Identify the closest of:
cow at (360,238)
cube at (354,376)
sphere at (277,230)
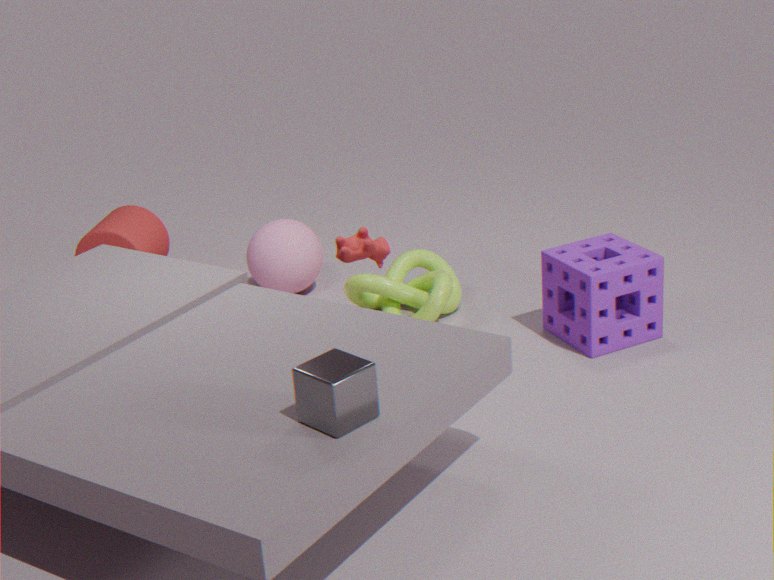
cube at (354,376)
